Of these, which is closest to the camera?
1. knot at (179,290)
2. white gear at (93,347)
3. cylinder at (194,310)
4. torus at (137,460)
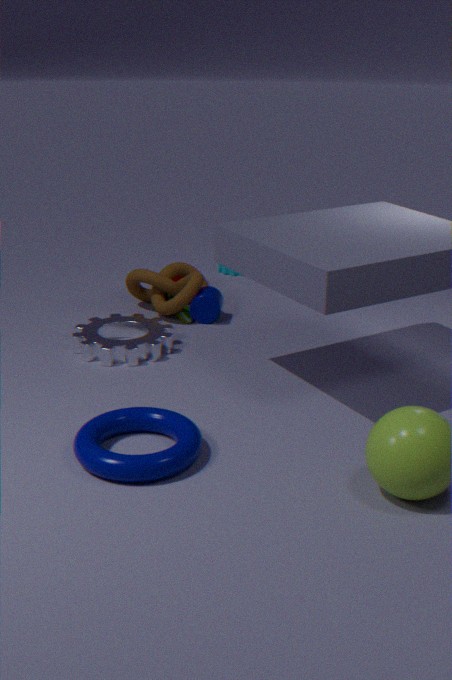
torus at (137,460)
